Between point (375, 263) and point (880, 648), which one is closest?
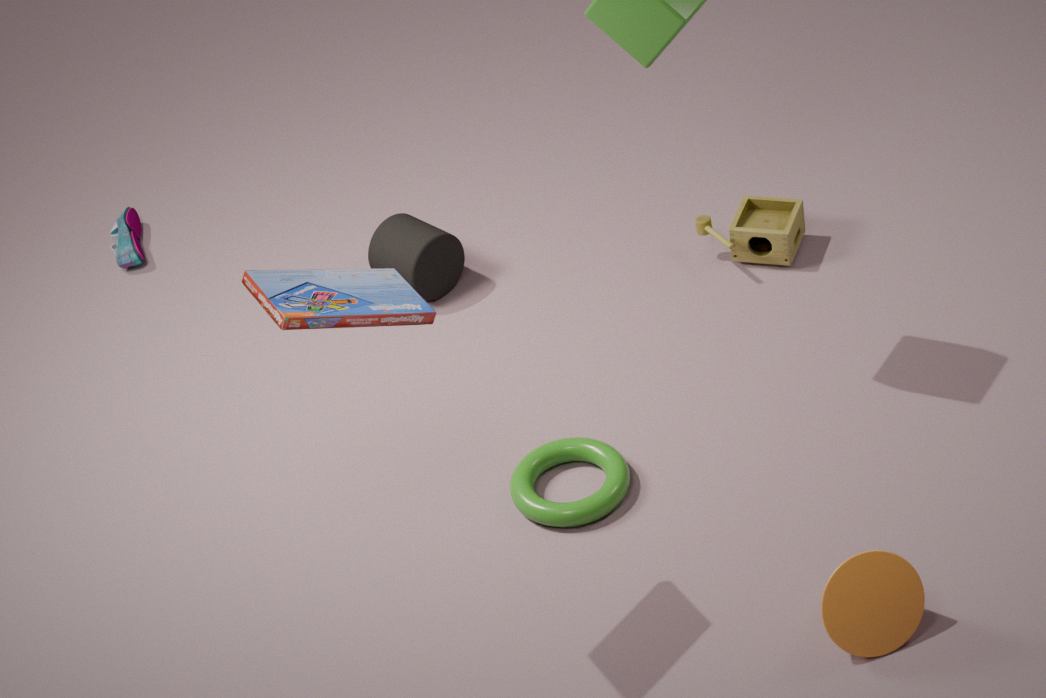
point (880, 648)
